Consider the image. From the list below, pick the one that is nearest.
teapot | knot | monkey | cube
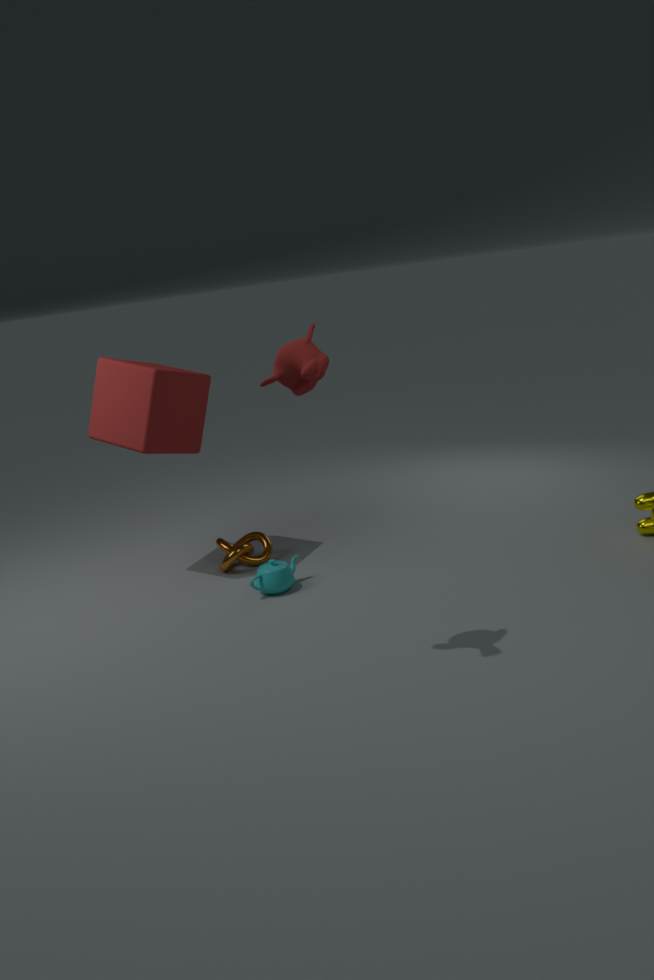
monkey
